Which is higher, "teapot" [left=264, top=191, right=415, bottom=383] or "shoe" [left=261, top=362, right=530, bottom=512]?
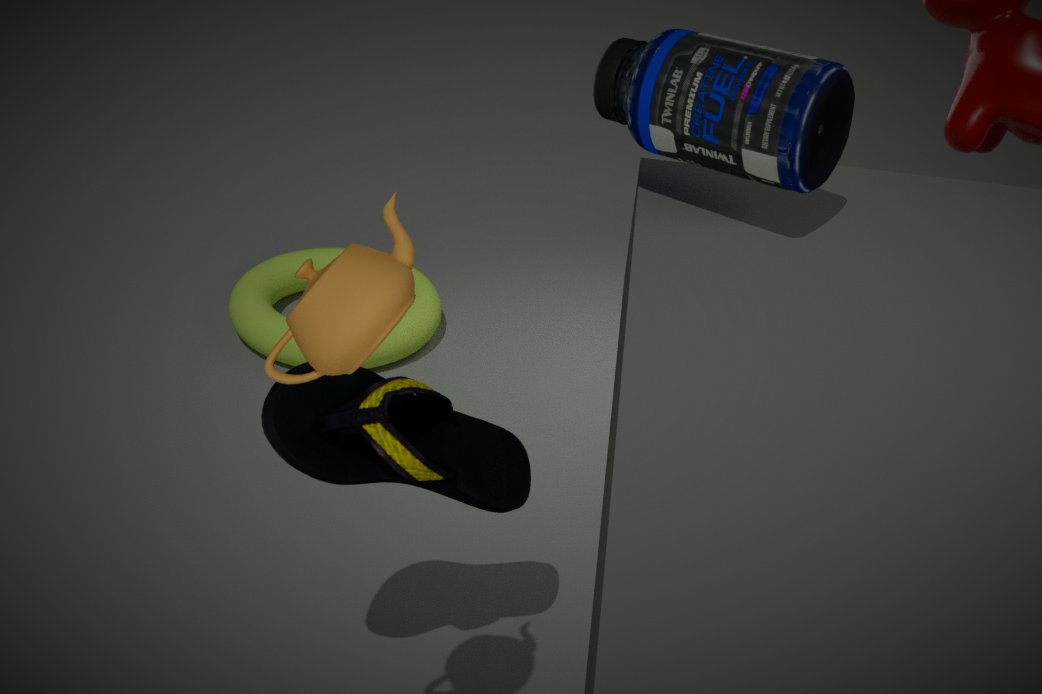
"teapot" [left=264, top=191, right=415, bottom=383]
